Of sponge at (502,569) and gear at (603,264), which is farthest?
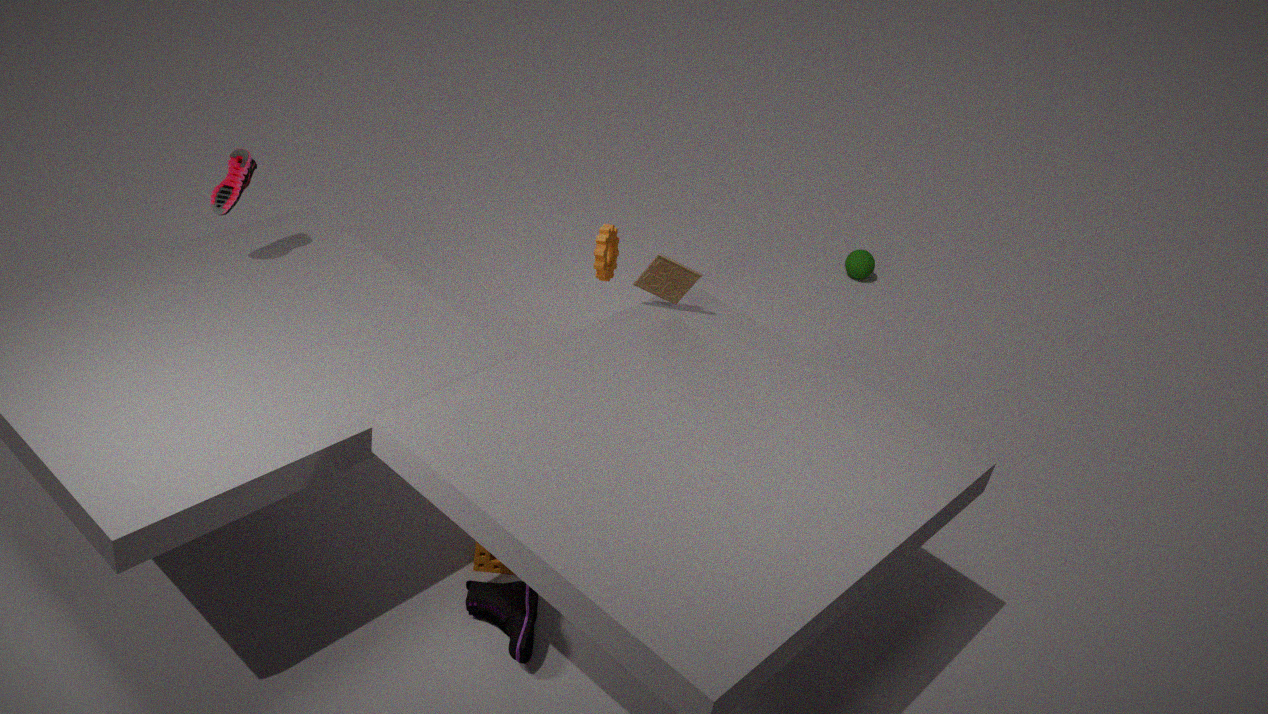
gear at (603,264)
